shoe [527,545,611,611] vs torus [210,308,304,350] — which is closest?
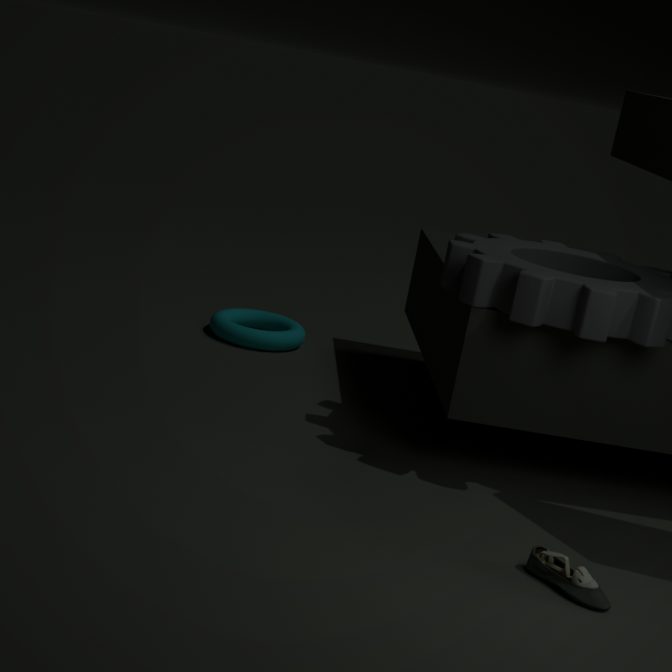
shoe [527,545,611,611]
